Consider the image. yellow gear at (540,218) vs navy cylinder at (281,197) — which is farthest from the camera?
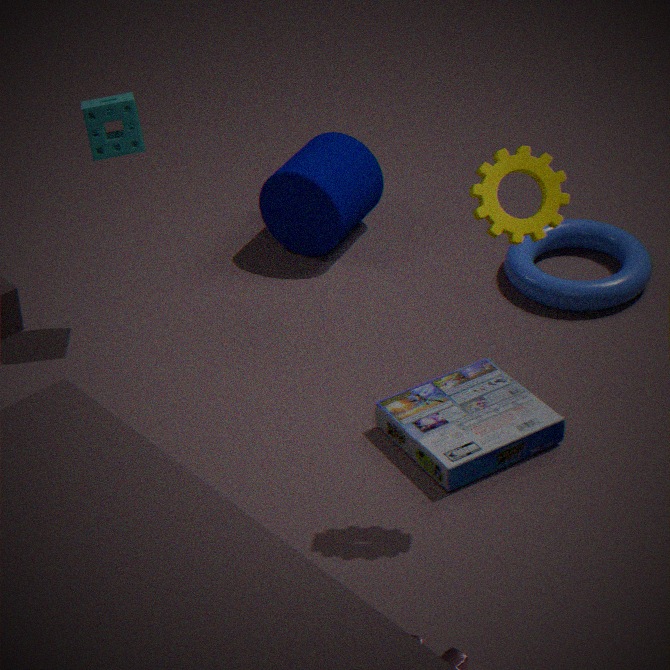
navy cylinder at (281,197)
